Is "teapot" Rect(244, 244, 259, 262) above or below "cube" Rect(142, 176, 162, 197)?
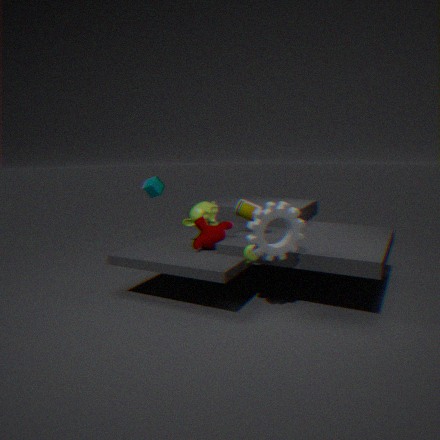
below
